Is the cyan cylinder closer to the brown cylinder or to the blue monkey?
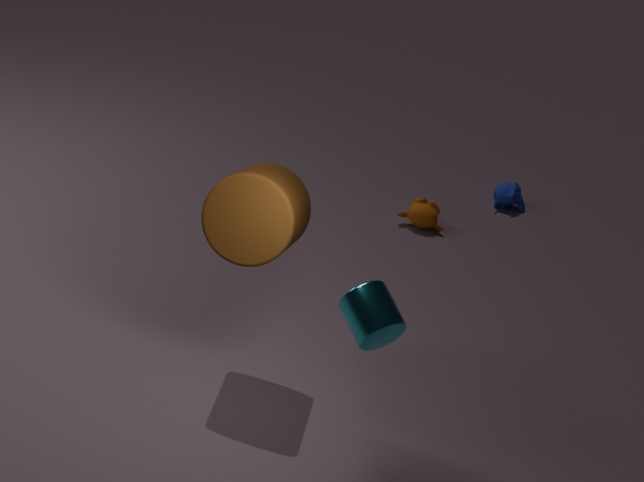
the brown cylinder
